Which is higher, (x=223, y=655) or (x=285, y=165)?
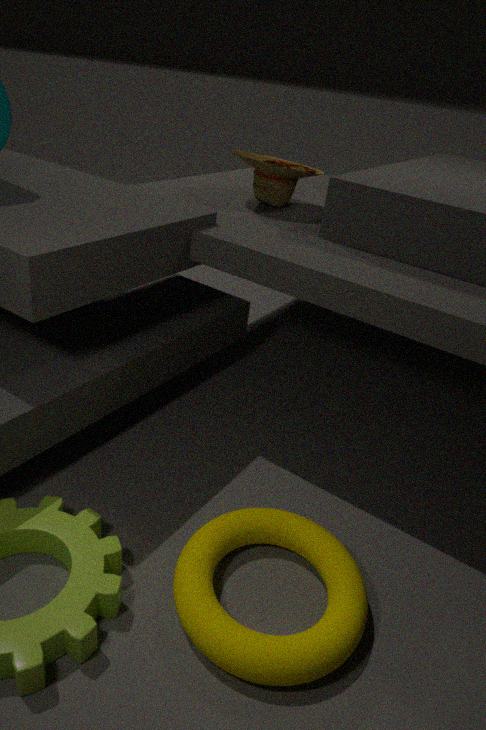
(x=285, y=165)
